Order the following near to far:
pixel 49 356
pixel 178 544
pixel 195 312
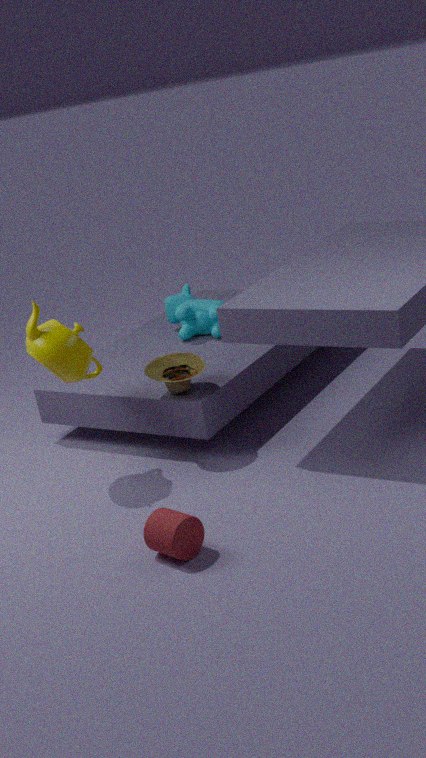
pixel 178 544
pixel 49 356
pixel 195 312
